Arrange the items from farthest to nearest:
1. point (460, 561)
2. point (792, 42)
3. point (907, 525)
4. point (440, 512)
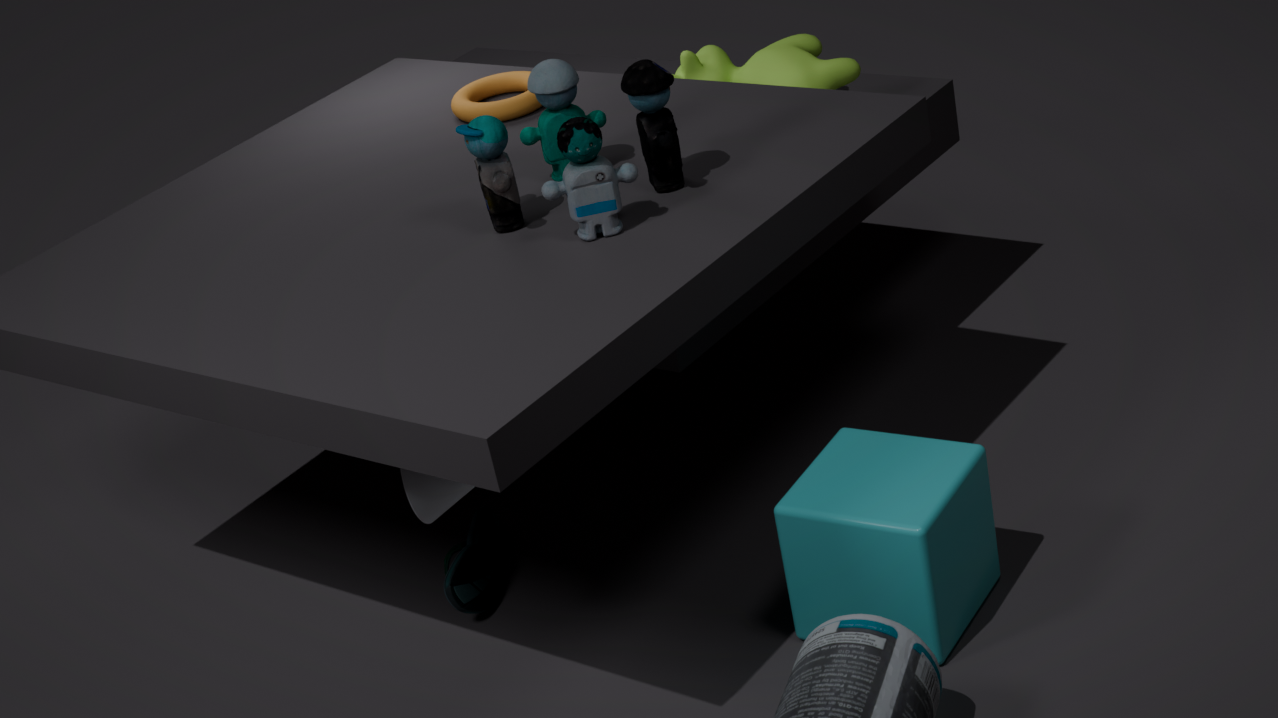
point (792, 42), point (460, 561), point (440, 512), point (907, 525)
